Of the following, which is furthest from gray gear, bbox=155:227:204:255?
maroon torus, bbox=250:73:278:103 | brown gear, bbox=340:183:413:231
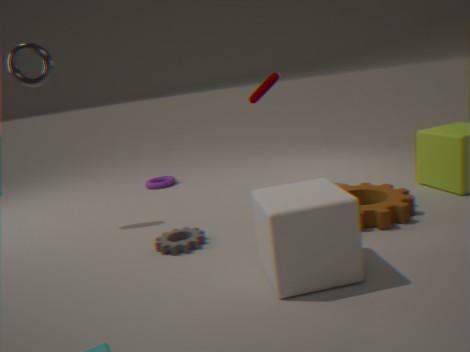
maroon torus, bbox=250:73:278:103
